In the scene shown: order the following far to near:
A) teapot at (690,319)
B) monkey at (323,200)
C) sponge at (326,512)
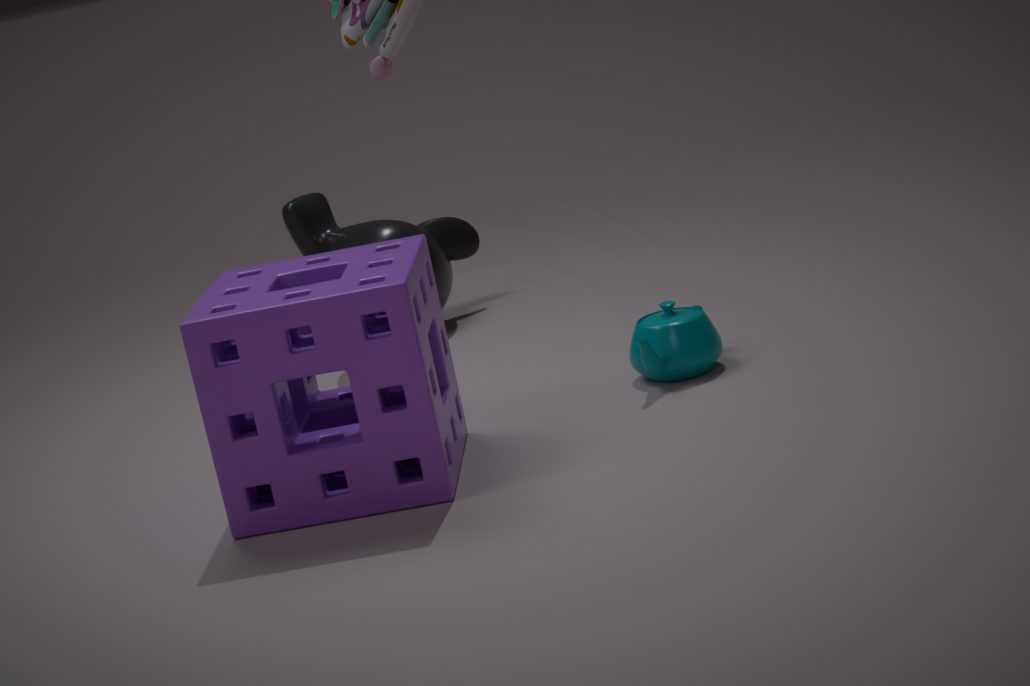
monkey at (323,200) → teapot at (690,319) → sponge at (326,512)
